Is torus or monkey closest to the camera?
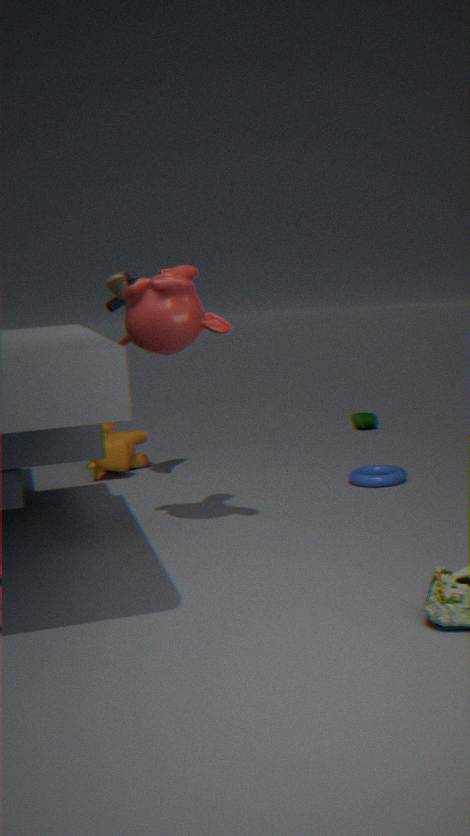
monkey
